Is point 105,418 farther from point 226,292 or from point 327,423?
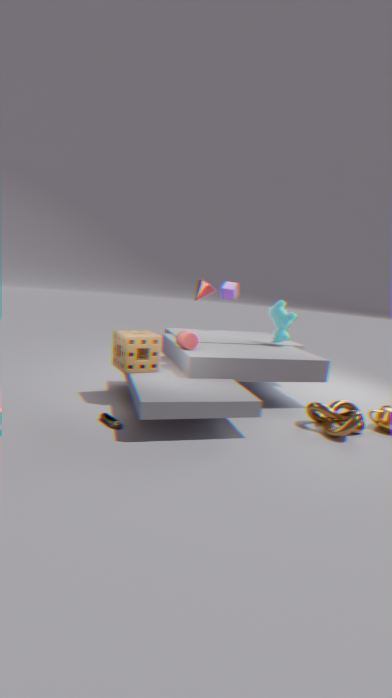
point 226,292
